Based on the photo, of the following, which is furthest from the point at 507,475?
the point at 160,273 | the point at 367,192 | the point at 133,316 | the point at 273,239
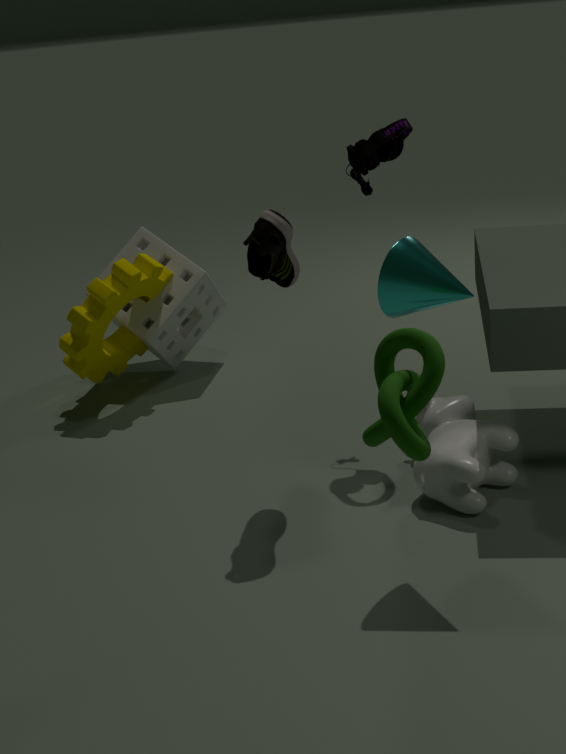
the point at 133,316
